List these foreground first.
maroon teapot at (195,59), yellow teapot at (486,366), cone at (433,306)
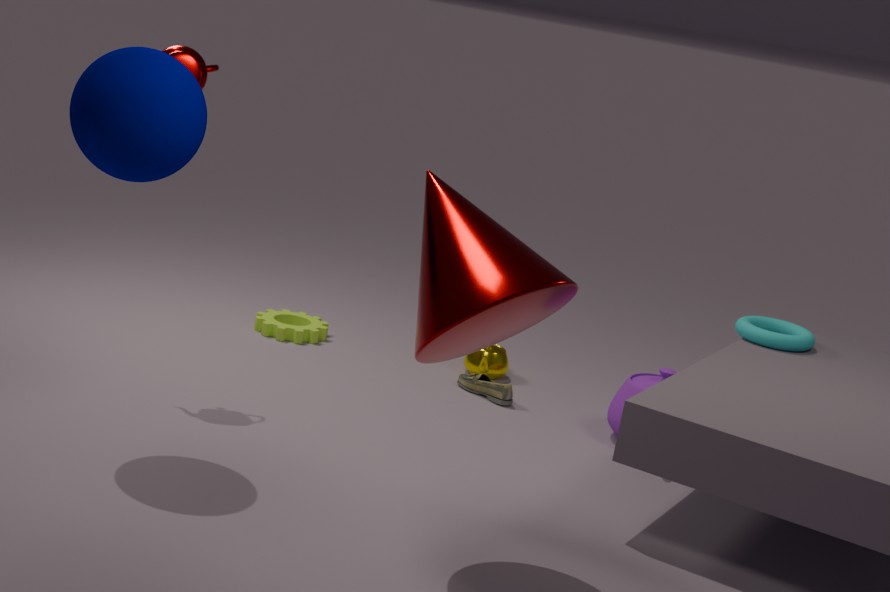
cone at (433,306) → maroon teapot at (195,59) → yellow teapot at (486,366)
